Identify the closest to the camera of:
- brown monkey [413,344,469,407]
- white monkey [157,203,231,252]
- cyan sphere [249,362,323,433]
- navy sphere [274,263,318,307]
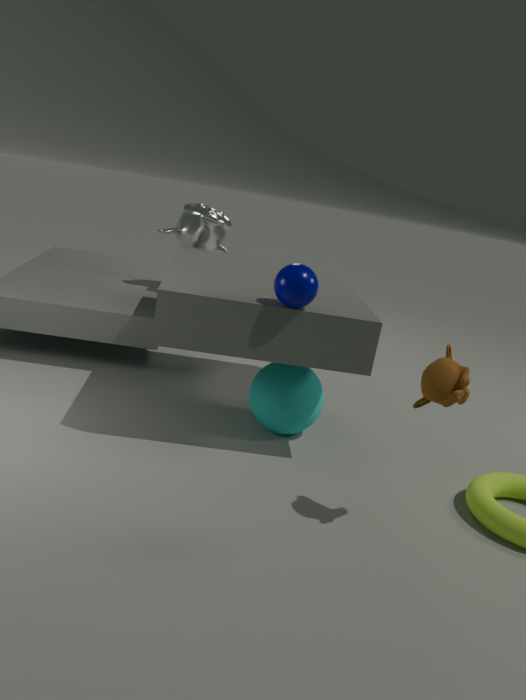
brown monkey [413,344,469,407]
